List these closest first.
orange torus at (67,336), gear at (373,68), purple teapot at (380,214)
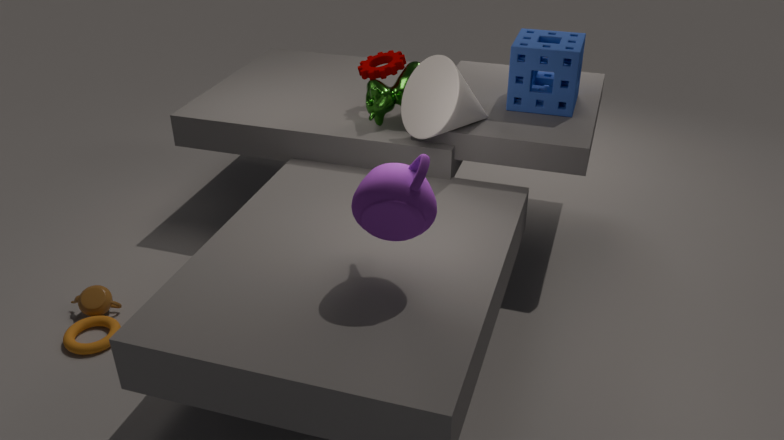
purple teapot at (380,214) → orange torus at (67,336) → gear at (373,68)
